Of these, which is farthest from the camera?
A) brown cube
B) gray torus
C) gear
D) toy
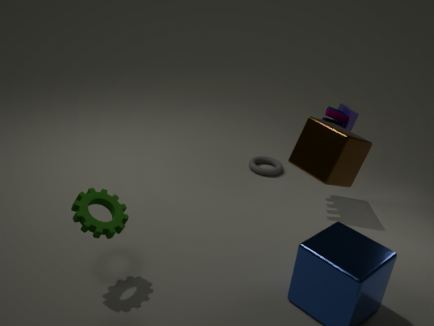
gray torus
